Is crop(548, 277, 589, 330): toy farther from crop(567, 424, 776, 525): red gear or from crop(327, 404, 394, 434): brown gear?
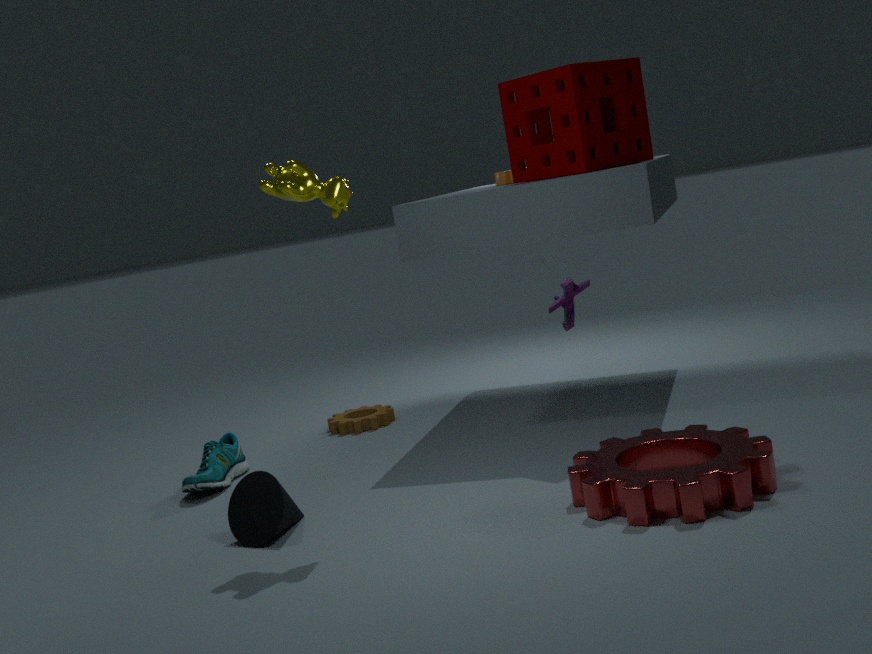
crop(327, 404, 394, 434): brown gear
